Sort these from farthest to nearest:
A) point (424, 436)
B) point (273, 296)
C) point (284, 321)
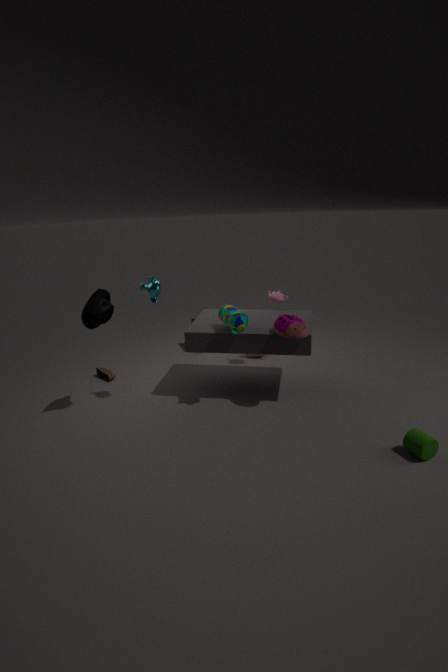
1. point (273, 296)
2. point (284, 321)
3. point (424, 436)
